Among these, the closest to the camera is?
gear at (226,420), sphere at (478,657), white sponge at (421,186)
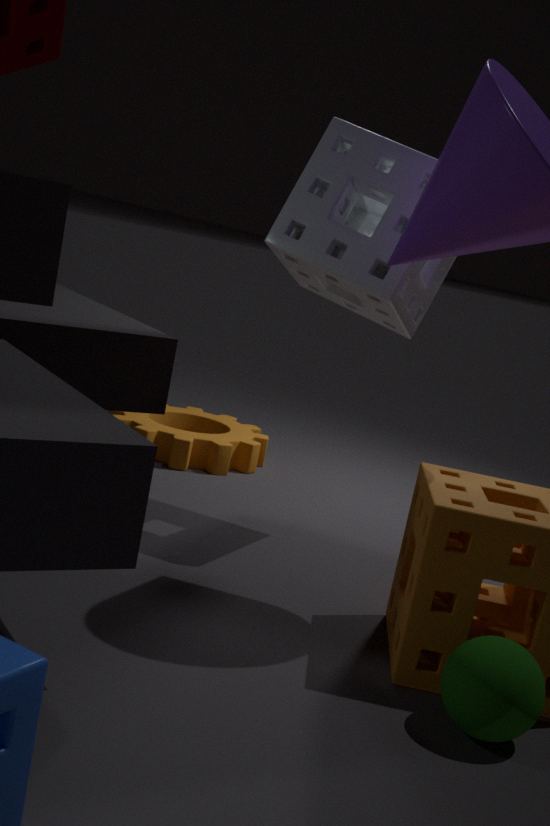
sphere at (478,657)
